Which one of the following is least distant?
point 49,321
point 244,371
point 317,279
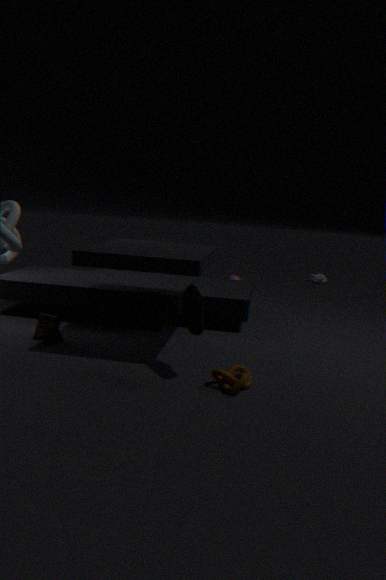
point 244,371
